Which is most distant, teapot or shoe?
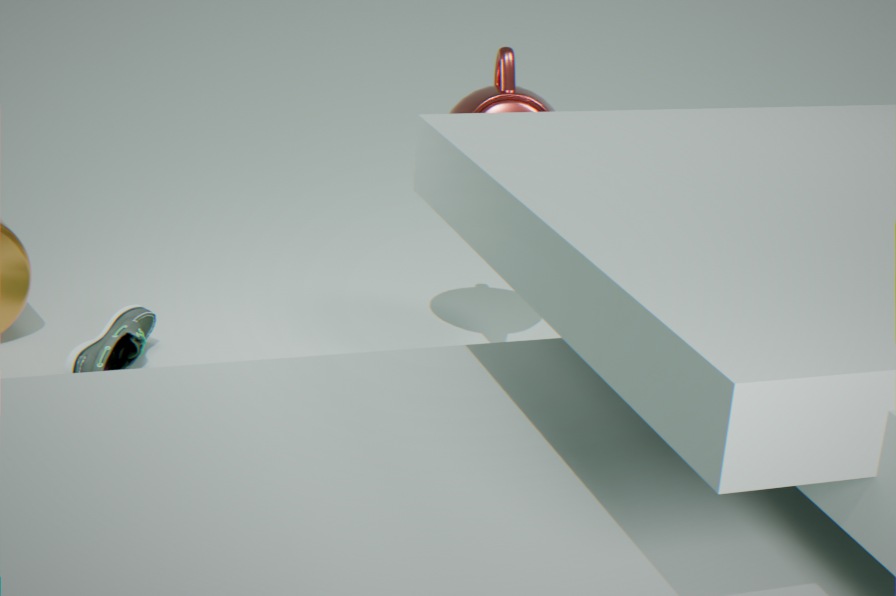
teapot
